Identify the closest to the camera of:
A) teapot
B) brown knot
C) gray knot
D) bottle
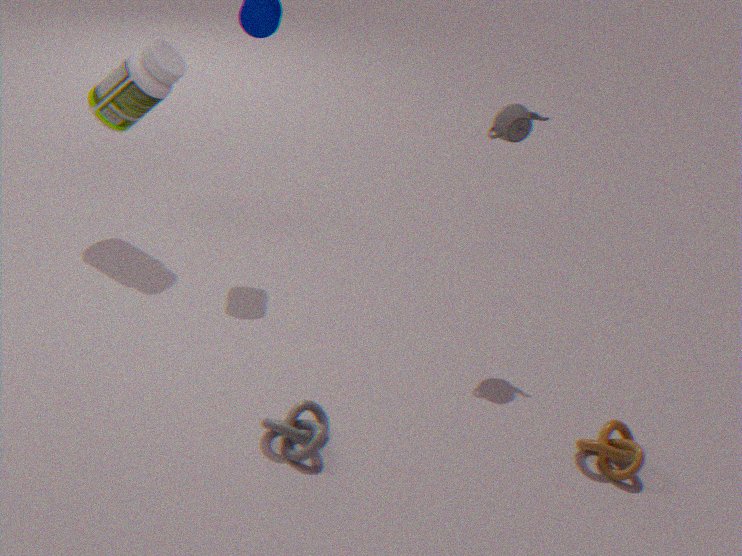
gray knot
